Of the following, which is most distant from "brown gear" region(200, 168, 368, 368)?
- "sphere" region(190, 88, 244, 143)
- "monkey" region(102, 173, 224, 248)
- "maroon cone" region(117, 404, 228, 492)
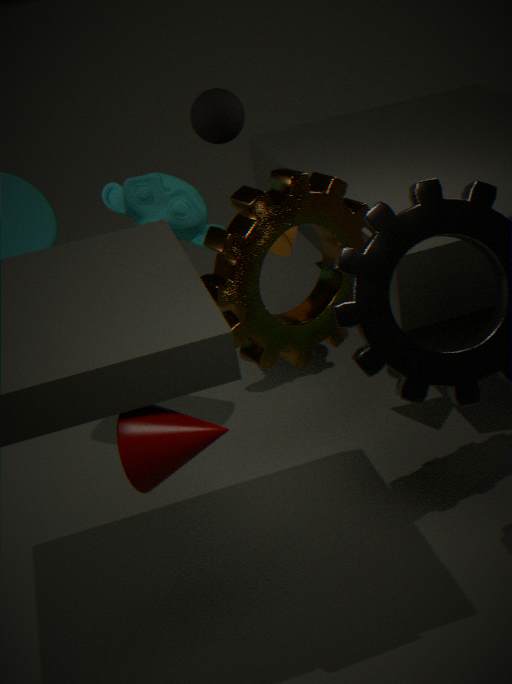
"monkey" region(102, 173, 224, 248)
